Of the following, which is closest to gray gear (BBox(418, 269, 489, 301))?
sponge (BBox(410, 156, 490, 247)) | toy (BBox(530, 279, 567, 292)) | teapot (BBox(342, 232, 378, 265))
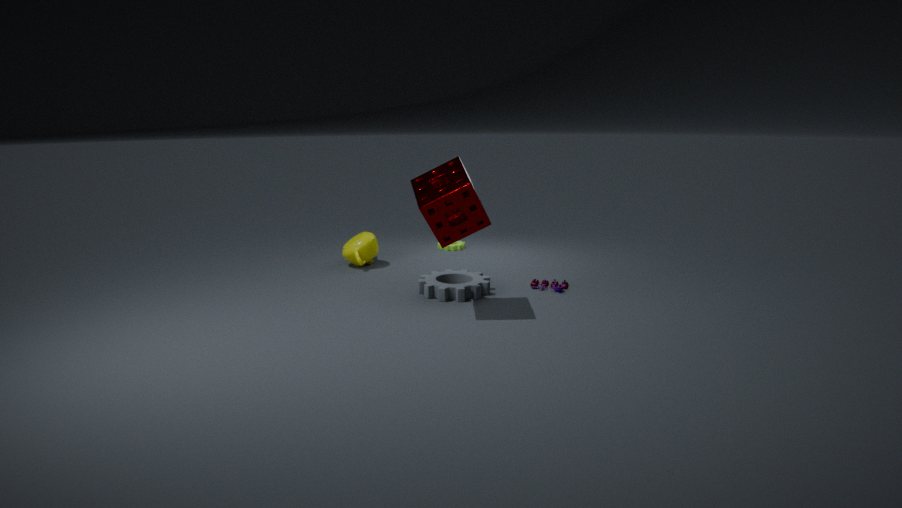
toy (BBox(530, 279, 567, 292))
